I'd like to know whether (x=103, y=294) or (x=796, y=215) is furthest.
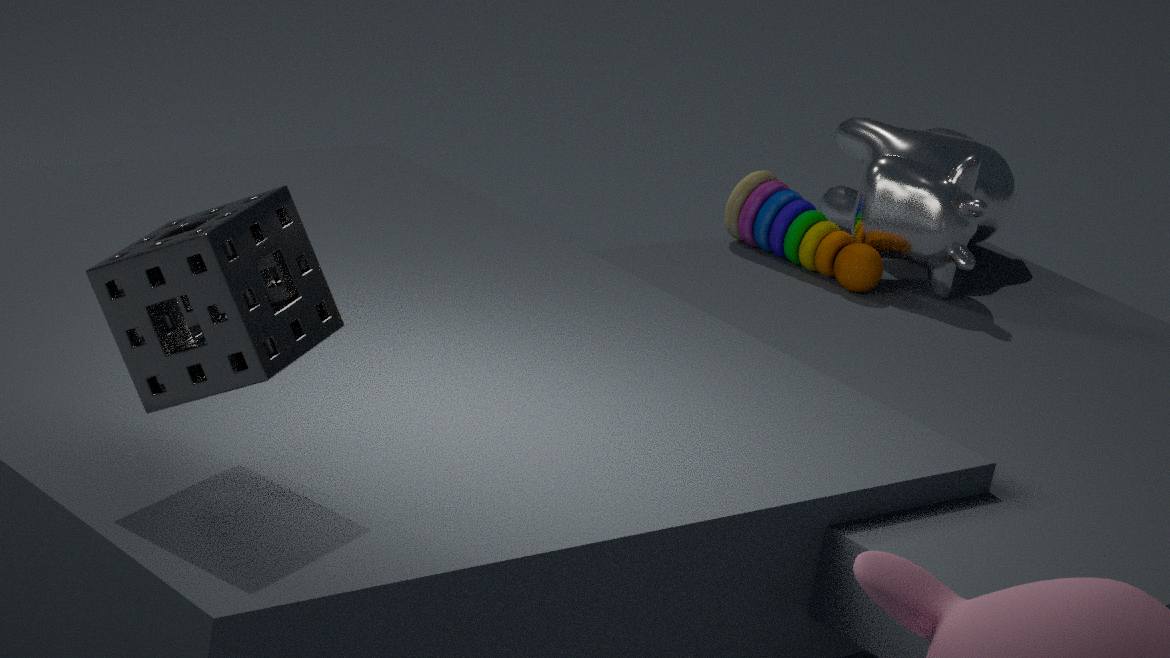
(x=796, y=215)
